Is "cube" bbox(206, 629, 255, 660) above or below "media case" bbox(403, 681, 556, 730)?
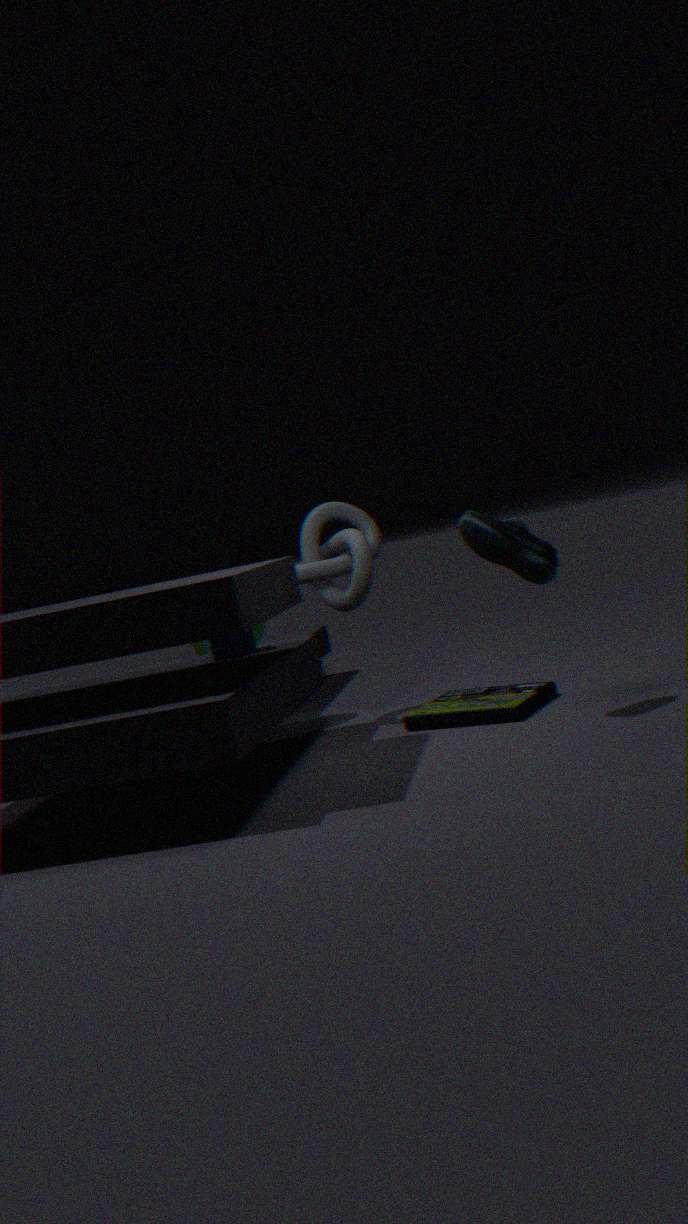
above
